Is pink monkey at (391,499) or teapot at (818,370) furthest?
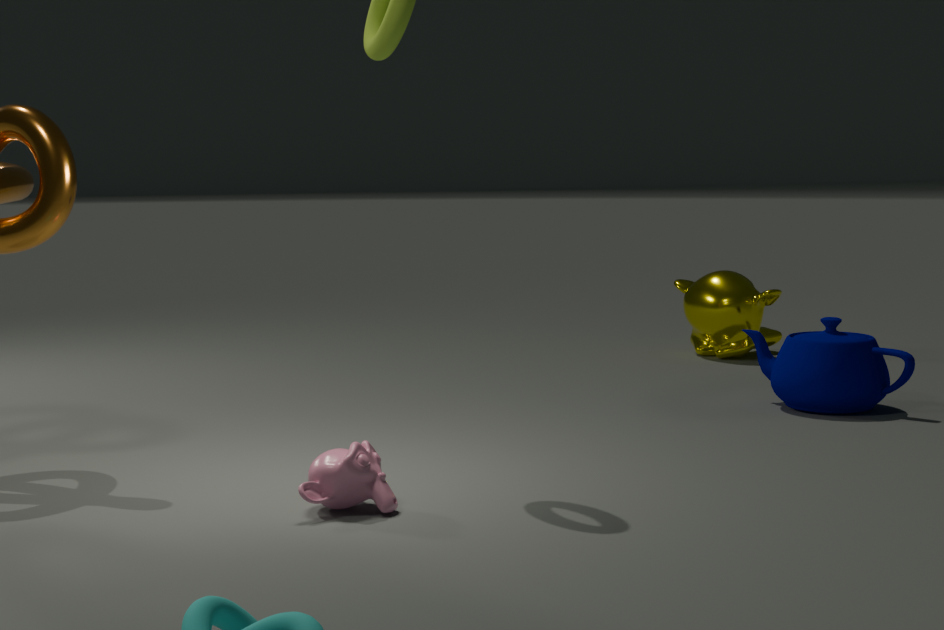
teapot at (818,370)
